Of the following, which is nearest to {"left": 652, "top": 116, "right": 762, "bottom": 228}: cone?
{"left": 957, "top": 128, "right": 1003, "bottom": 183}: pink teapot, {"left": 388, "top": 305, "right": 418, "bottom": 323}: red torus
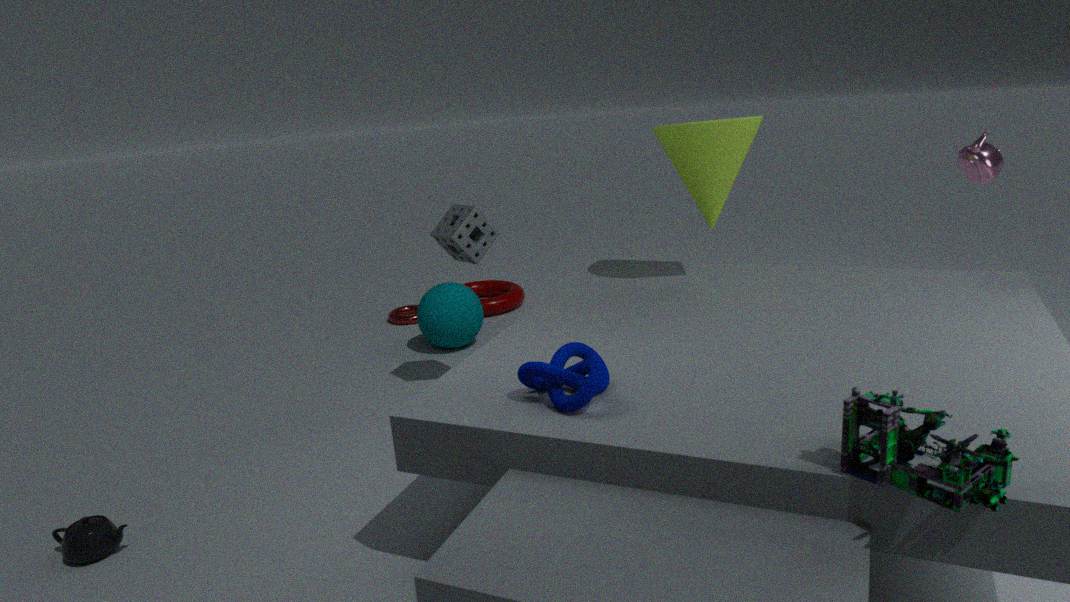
{"left": 957, "top": 128, "right": 1003, "bottom": 183}: pink teapot
